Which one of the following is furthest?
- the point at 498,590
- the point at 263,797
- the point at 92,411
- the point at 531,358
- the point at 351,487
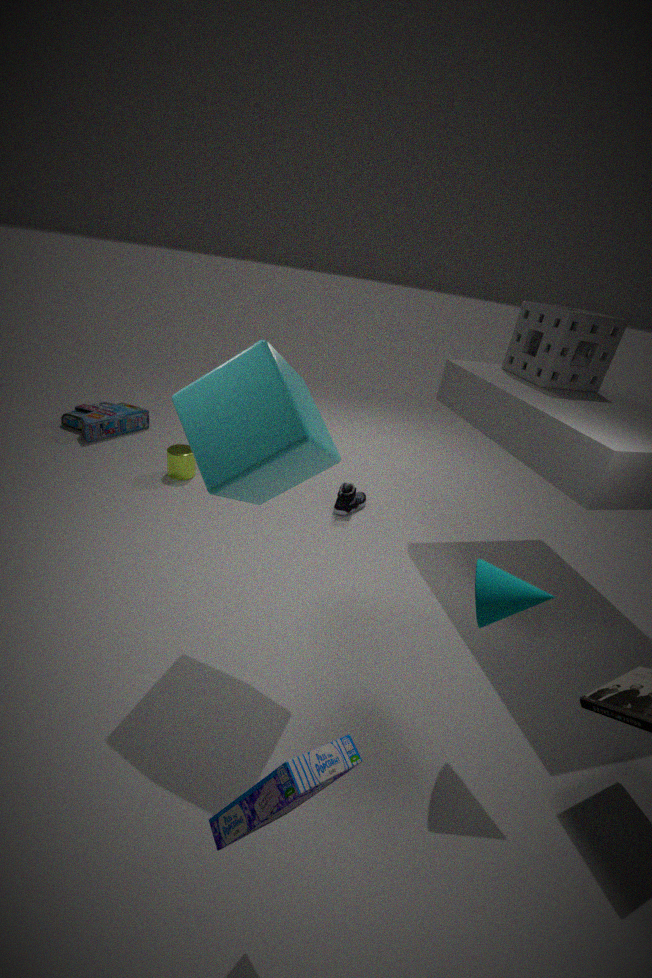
the point at 92,411
